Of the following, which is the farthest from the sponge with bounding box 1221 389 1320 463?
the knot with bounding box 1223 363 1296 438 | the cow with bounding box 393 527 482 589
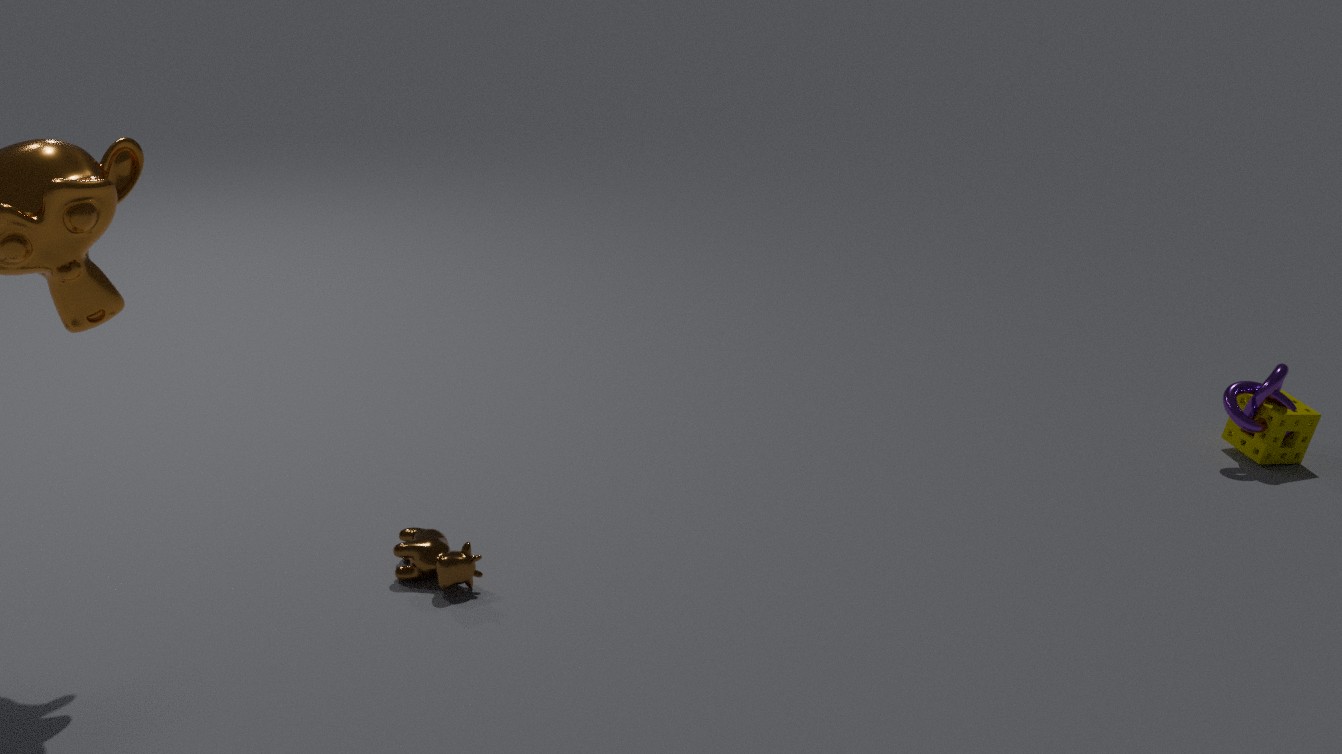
the cow with bounding box 393 527 482 589
